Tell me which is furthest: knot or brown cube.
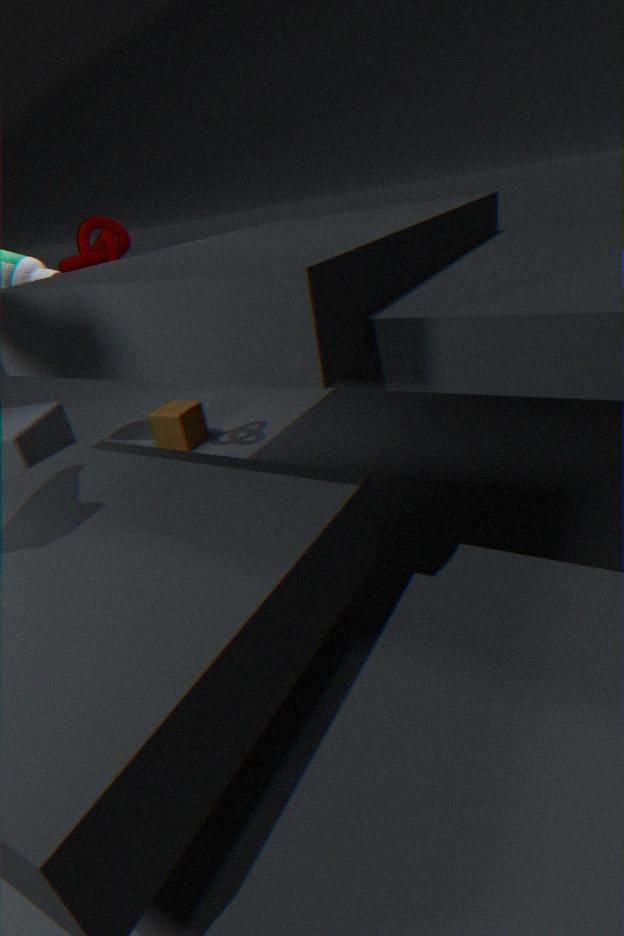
brown cube
